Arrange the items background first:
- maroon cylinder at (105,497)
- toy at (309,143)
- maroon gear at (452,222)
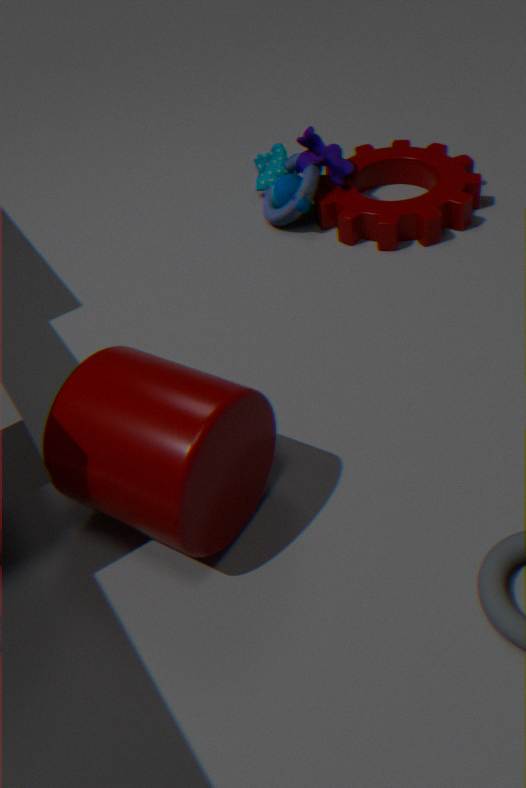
toy at (309,143) < maroon gear at (452,222) < maroon cylinder at (105,497)
